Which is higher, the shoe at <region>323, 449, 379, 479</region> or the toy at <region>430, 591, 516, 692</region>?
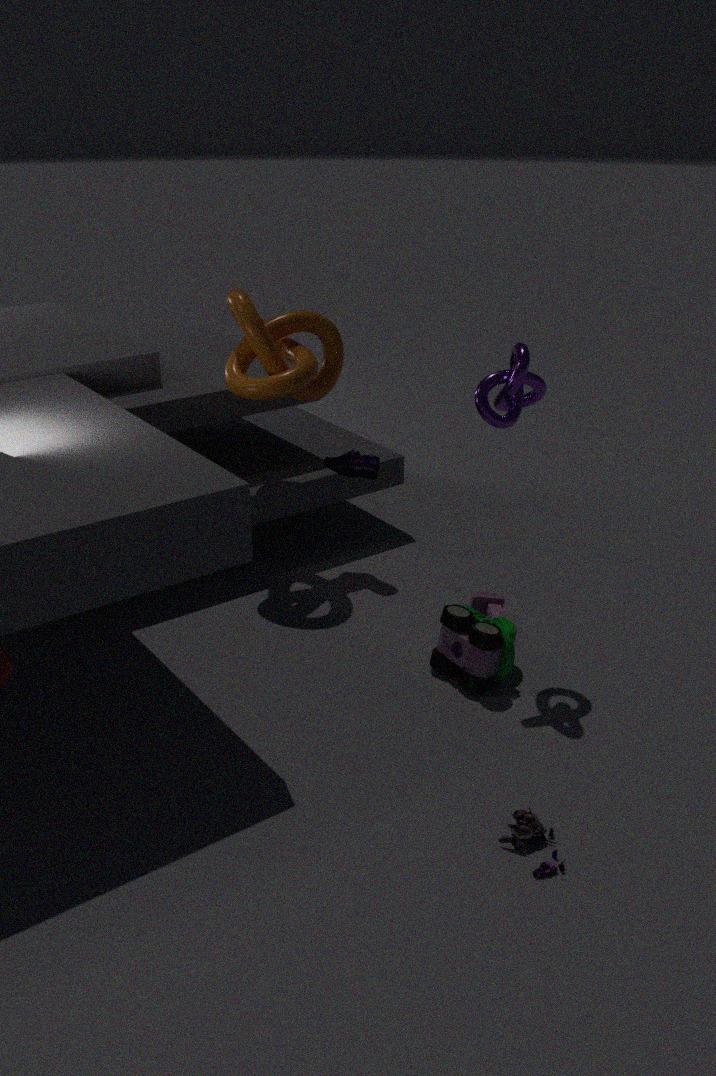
the shoe at <region>323, 449, 379, 479</region>
